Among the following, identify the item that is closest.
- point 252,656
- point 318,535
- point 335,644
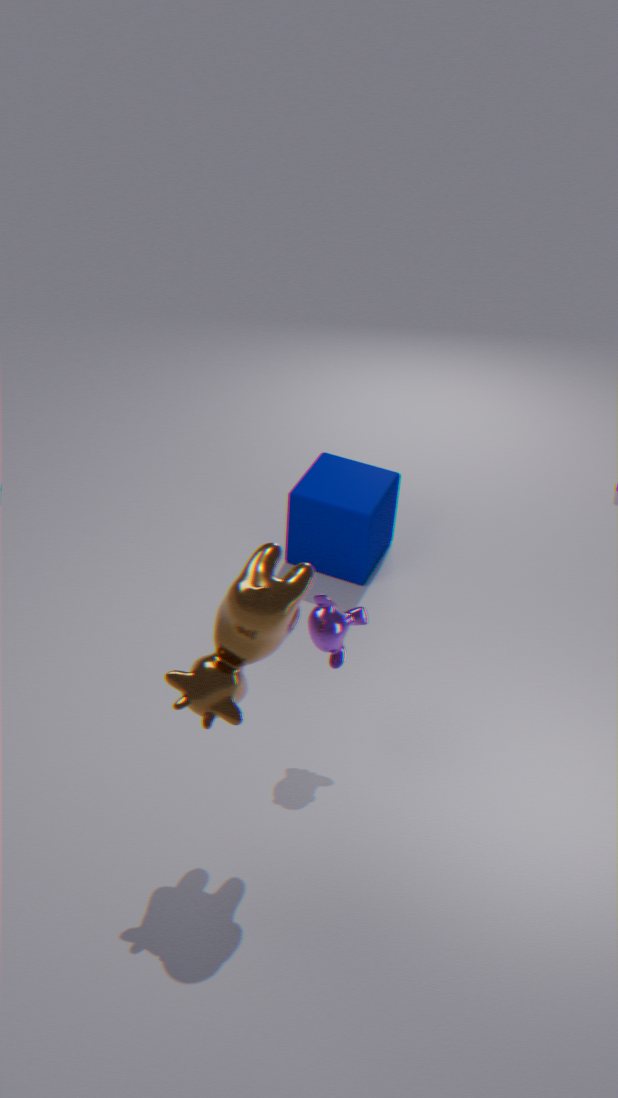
point 252,656
